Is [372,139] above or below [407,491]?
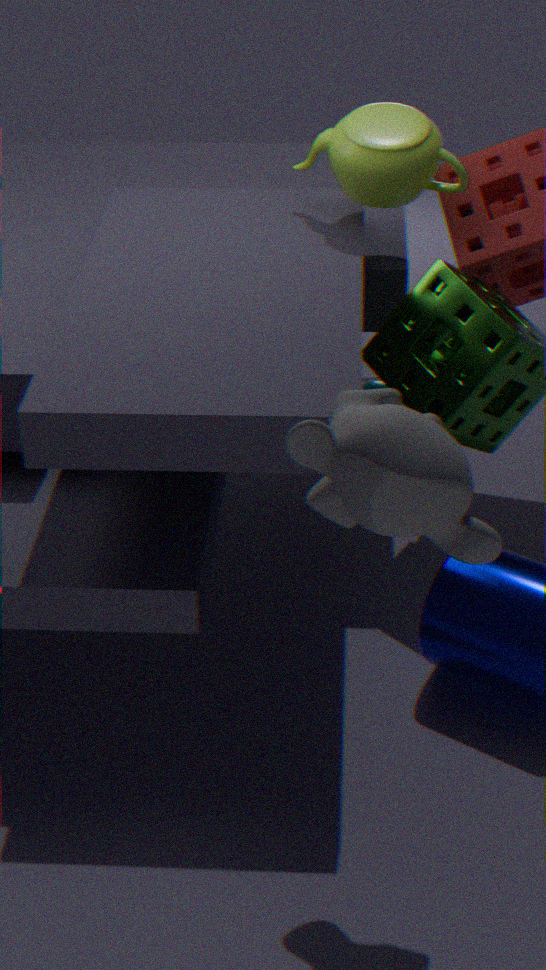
above
